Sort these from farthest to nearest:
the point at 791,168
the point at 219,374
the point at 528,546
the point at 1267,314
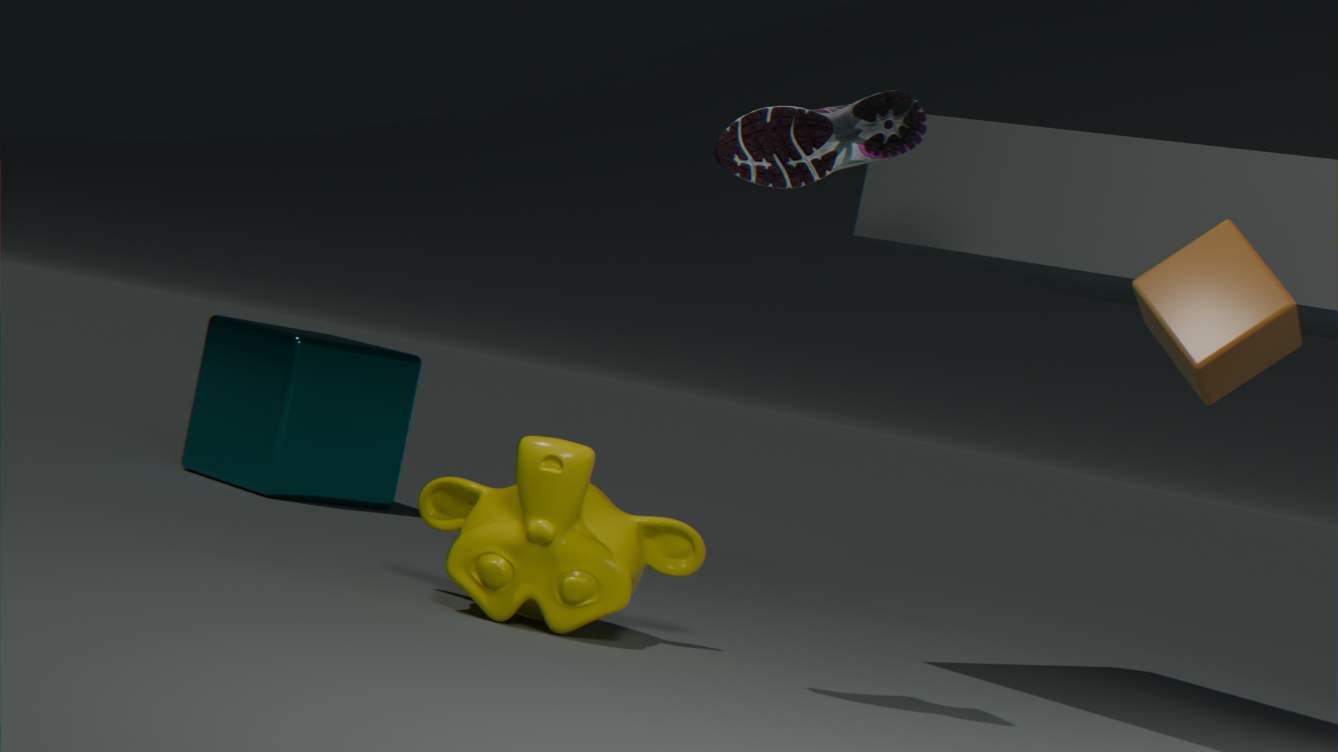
the point at 219,374, the point at 528,546, the point at 791,168, the point at 1267,314
